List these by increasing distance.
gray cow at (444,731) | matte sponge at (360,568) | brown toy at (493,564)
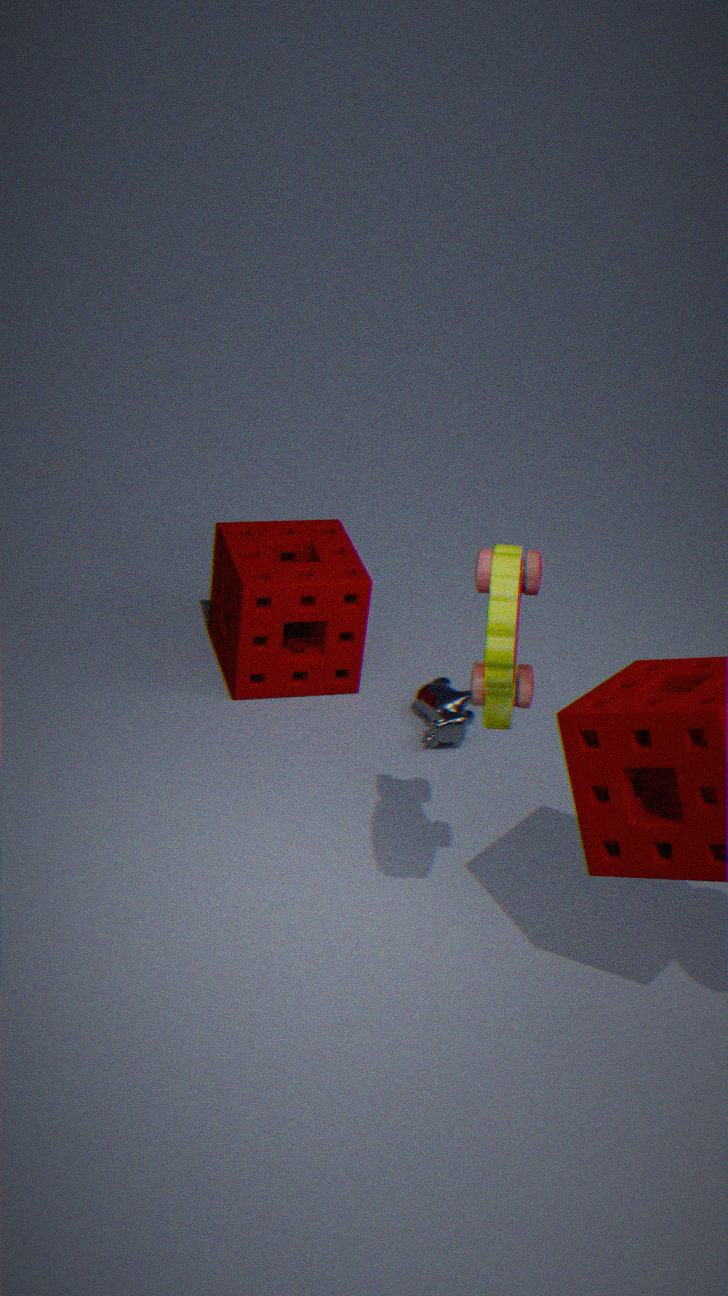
brown toy at (493,564), gray cow at (444,731), matte sponge at (360,568)
